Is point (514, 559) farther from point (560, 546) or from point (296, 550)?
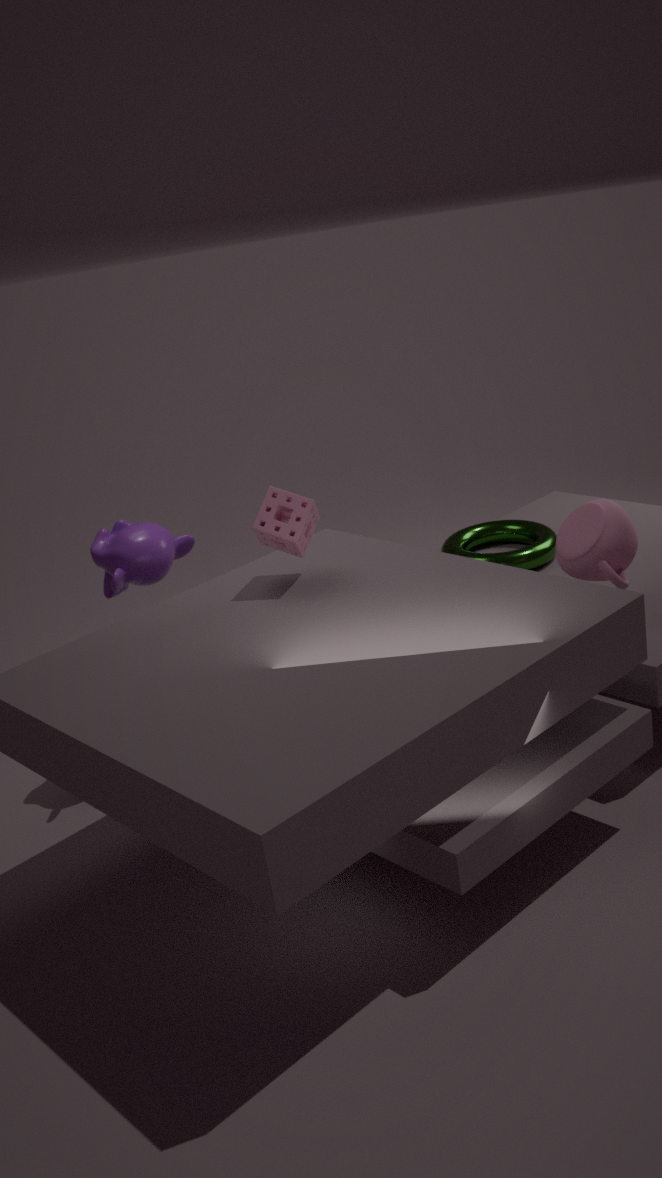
point (296, 550)
